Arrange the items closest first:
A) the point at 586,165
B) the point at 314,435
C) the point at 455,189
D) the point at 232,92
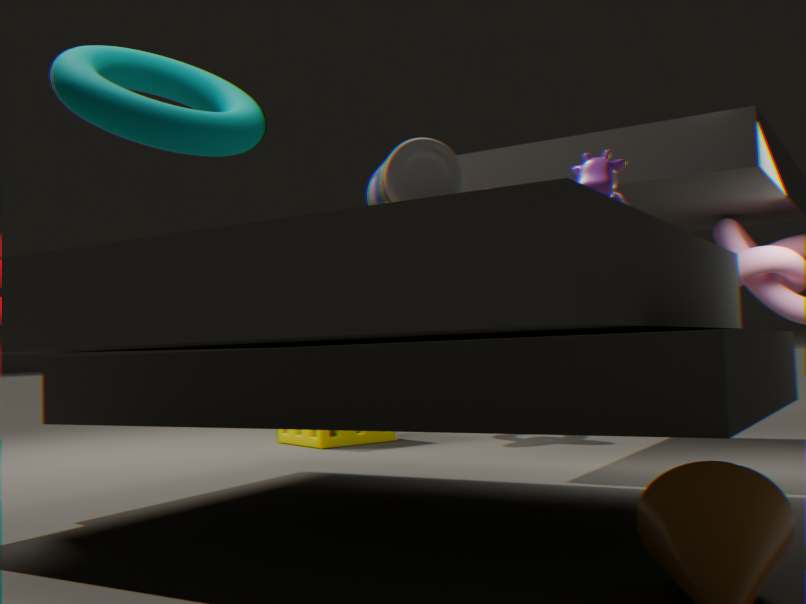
1. the point at 455,189
2. the point at 586,165
3. the point at 232,92
4. the point at 314,435
